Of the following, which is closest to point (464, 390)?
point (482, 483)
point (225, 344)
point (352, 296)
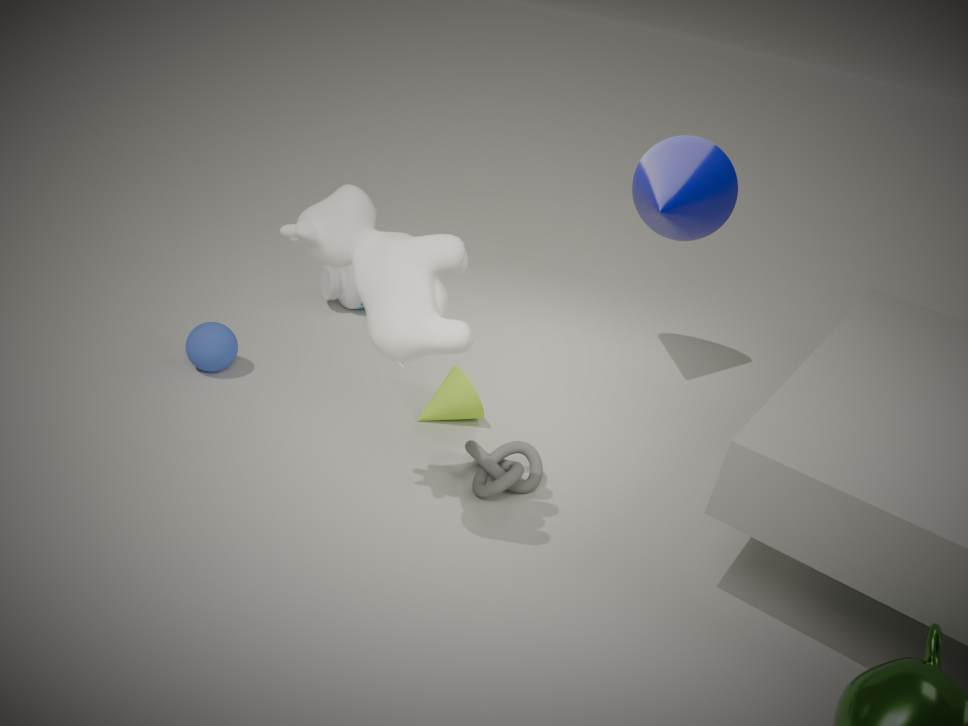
point (482, 483)
